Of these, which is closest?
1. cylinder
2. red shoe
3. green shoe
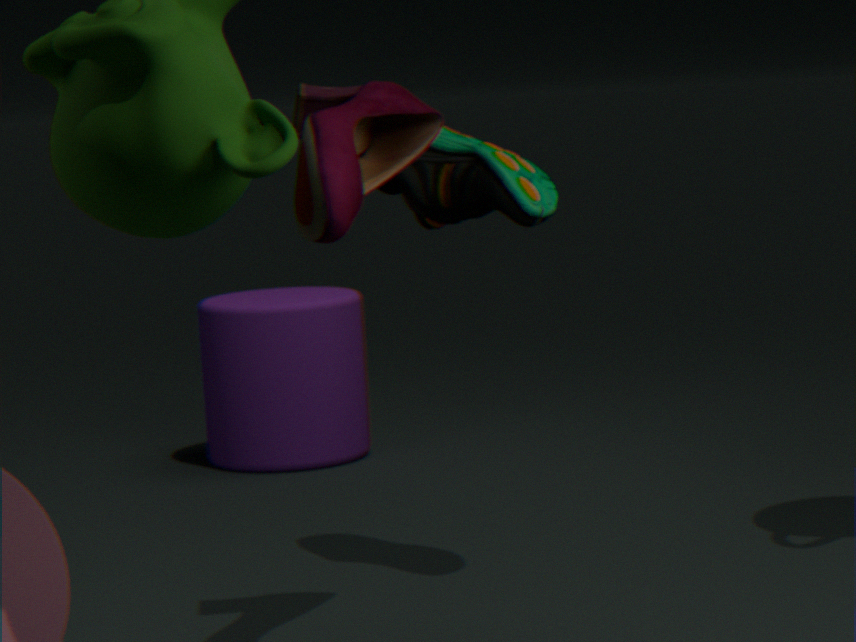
red shoe
